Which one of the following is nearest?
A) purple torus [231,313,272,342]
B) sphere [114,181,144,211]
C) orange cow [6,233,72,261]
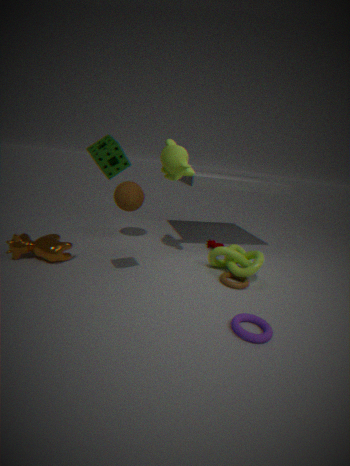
purple torus [231,313,272,342]
